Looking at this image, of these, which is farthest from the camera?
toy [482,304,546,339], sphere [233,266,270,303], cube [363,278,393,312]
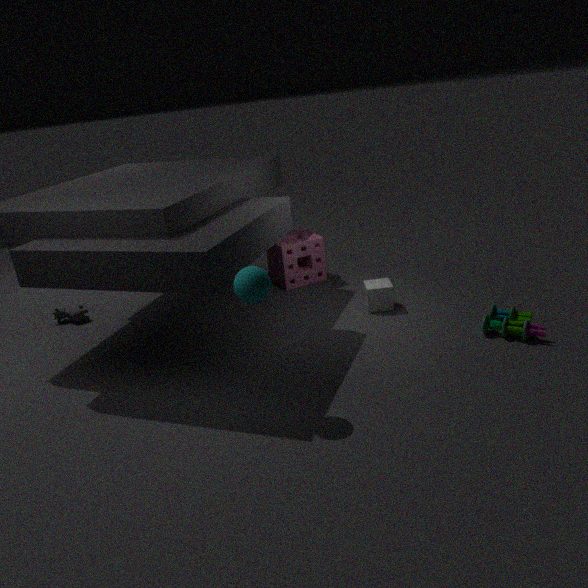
cube [363,278,393,312]
